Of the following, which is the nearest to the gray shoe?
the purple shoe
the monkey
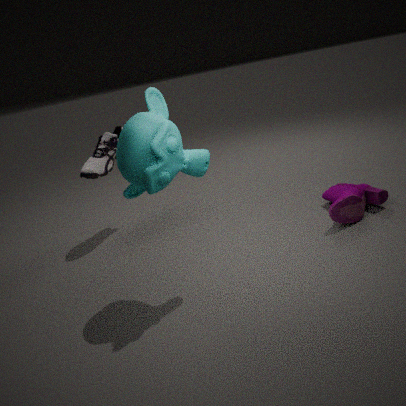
the monkey
